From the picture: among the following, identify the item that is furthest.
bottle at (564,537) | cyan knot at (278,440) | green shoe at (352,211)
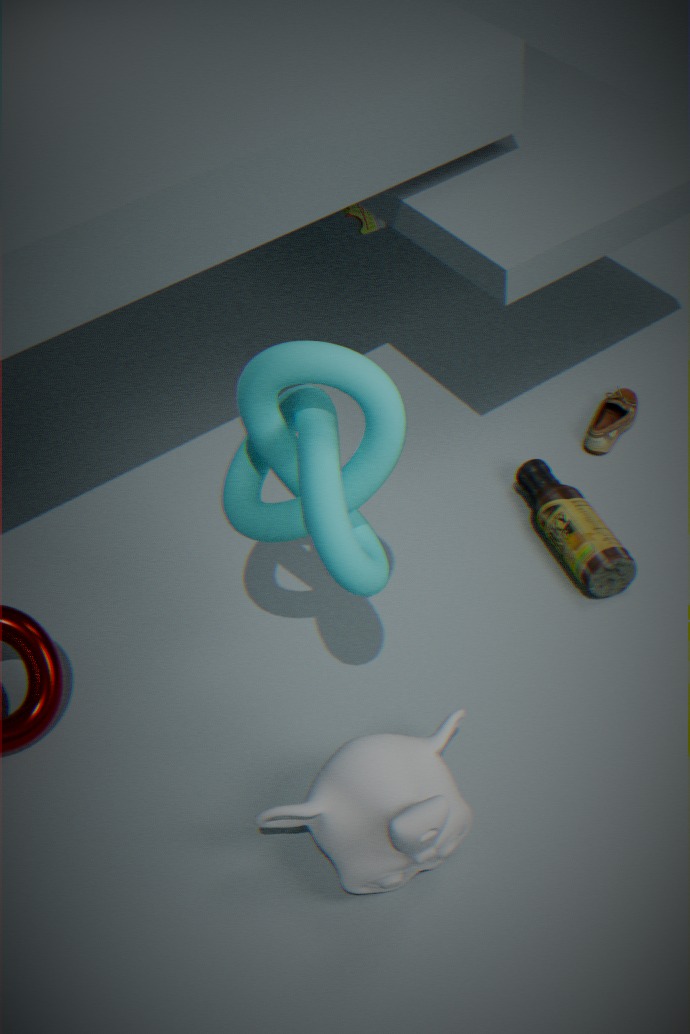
green shoe at (352,211)
